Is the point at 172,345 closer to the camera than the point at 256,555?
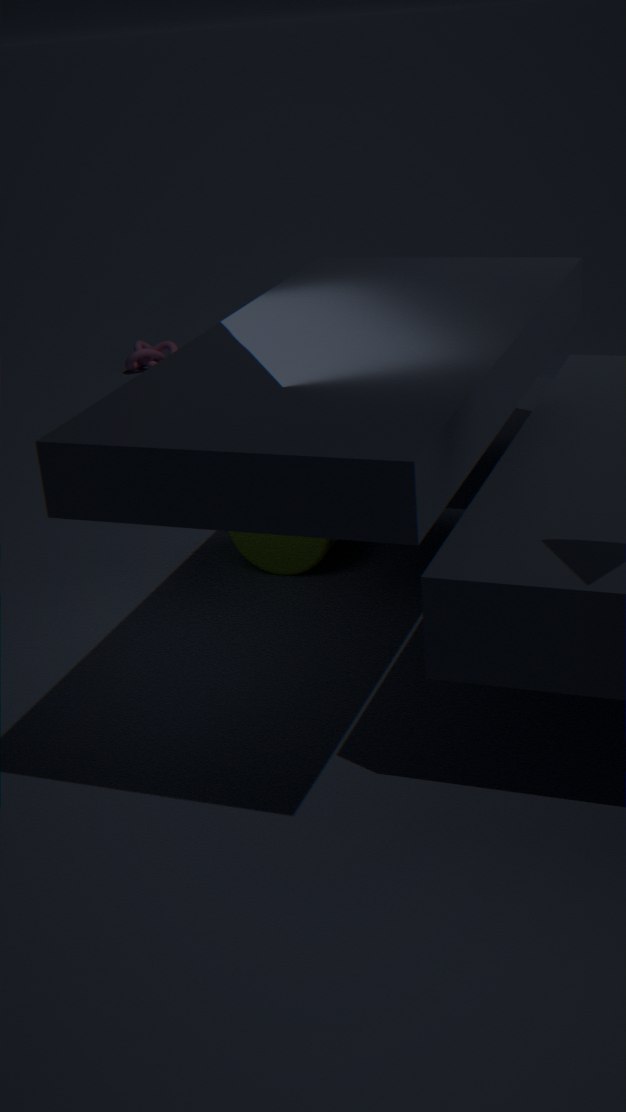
No
